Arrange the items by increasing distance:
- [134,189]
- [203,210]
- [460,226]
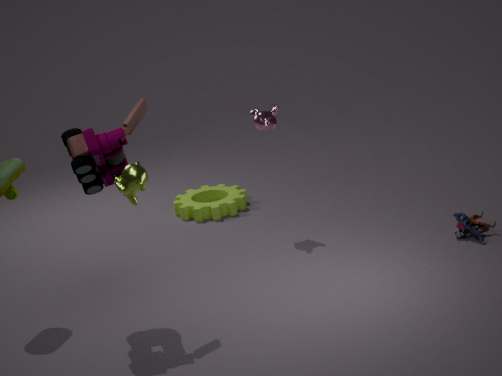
[134,189]
[460,226]
[203,210]
